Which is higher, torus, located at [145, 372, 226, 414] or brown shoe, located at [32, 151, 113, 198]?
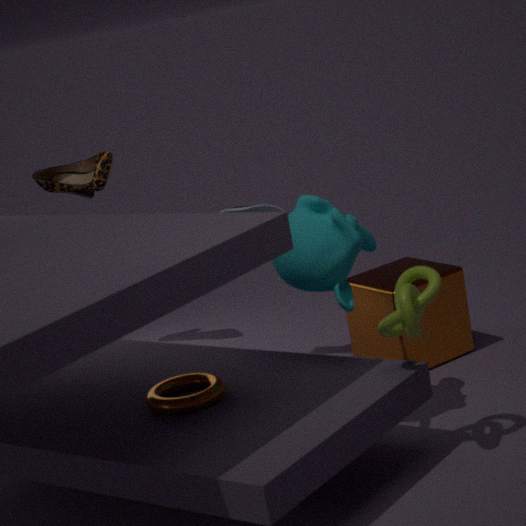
brown shoe, located at [32, 151, 113, 198]
